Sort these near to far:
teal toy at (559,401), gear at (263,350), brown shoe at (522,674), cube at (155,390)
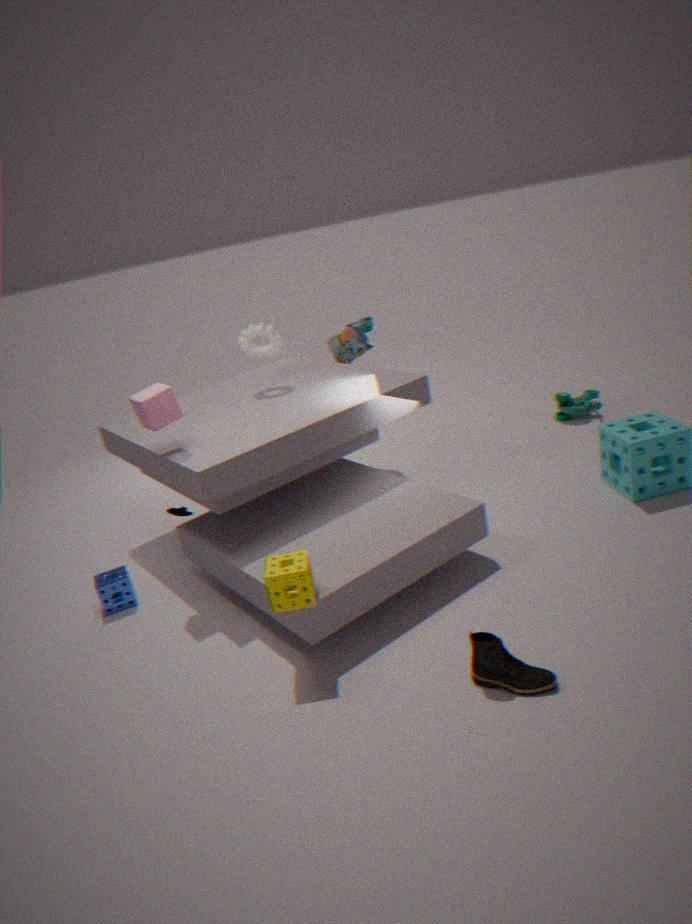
brown shoe at (522,674) → cube at (155,390) → gear at (263,350) → teal toy at (559,401)
